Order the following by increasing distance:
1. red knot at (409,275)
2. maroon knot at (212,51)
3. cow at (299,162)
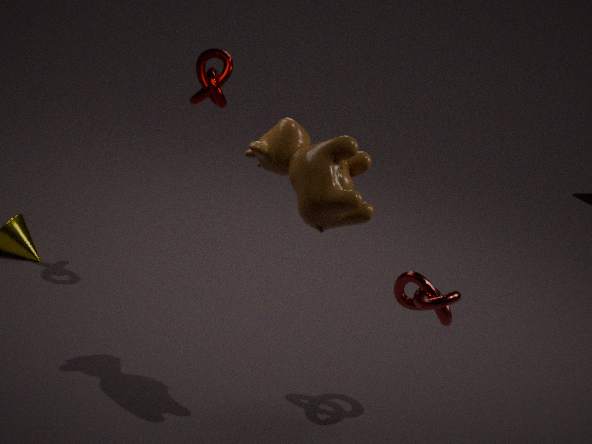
1. cow at (299,162)
2. red knot at (409,275)
3. maroon knot at (212,51)
